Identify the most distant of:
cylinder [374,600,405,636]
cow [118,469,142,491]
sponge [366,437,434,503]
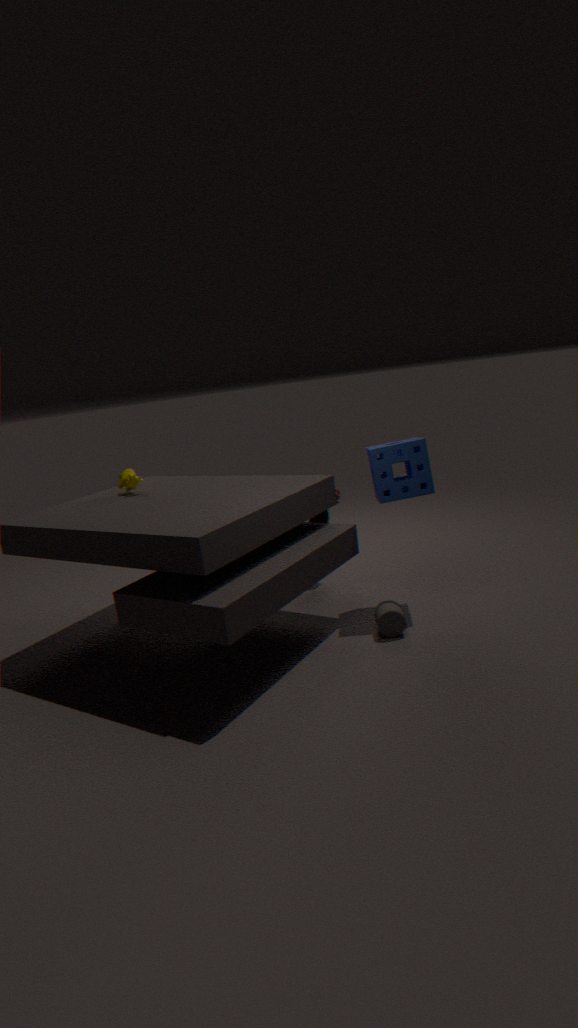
cow [118,469,142,491]
